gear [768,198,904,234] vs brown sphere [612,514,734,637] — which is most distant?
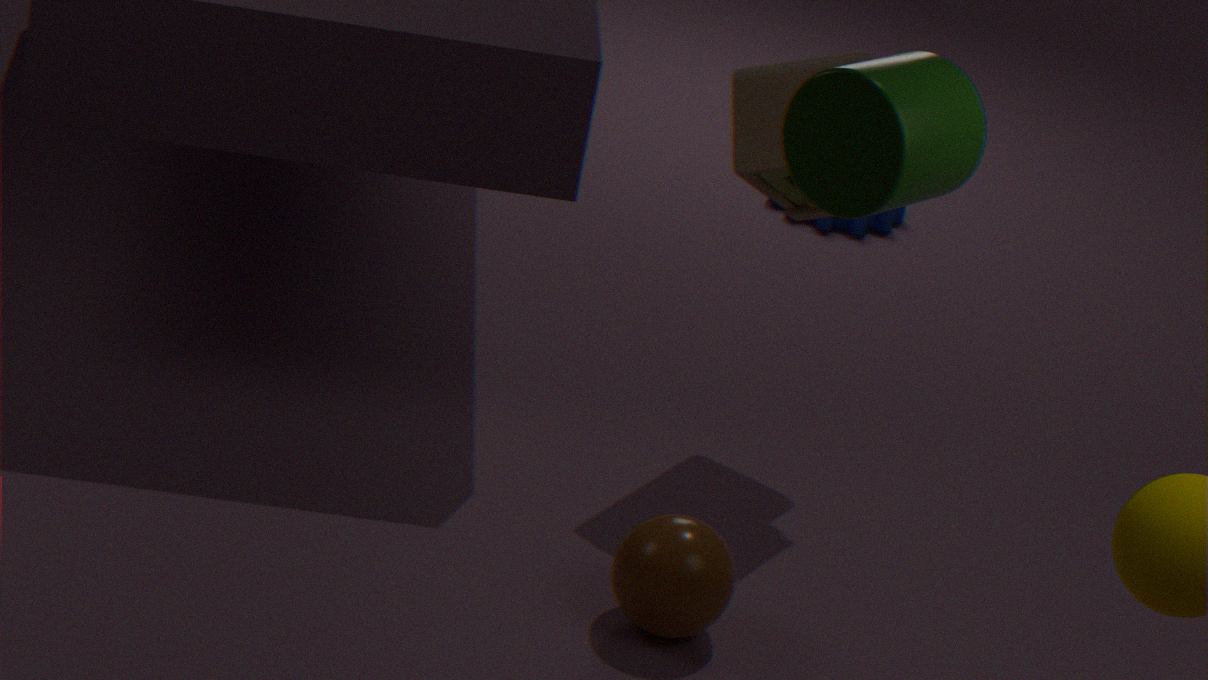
gear [768,198,904,234]
